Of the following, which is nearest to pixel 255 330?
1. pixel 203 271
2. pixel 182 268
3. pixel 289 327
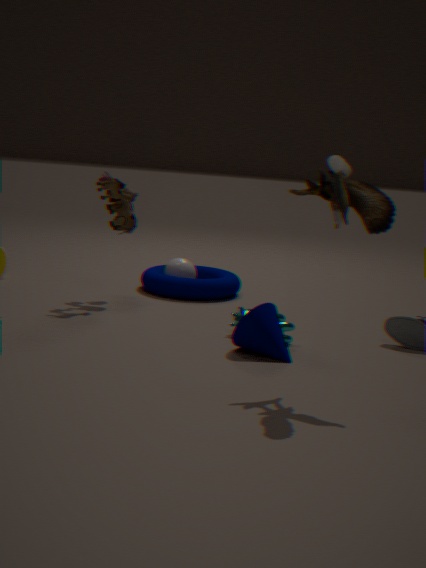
pixel 289 327
